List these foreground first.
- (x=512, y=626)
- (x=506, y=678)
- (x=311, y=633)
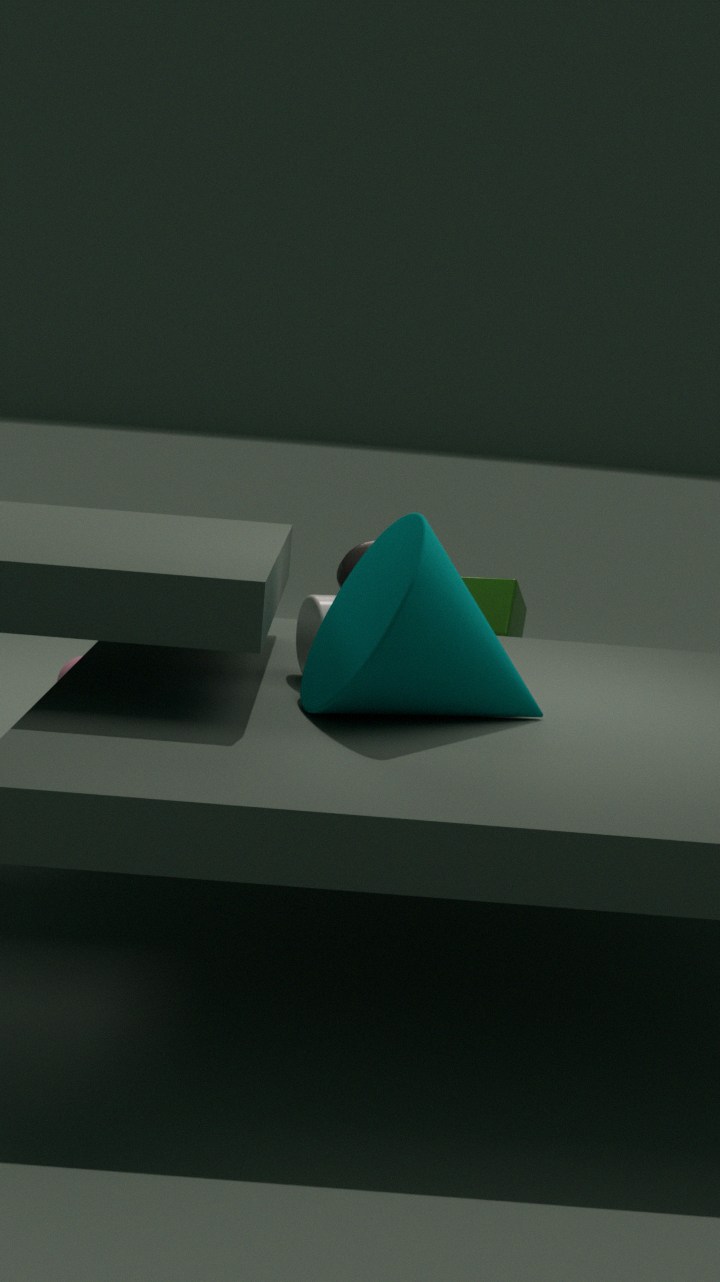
(x=506, y=678)
(x=311, y=633)
(x=512, y=626)
